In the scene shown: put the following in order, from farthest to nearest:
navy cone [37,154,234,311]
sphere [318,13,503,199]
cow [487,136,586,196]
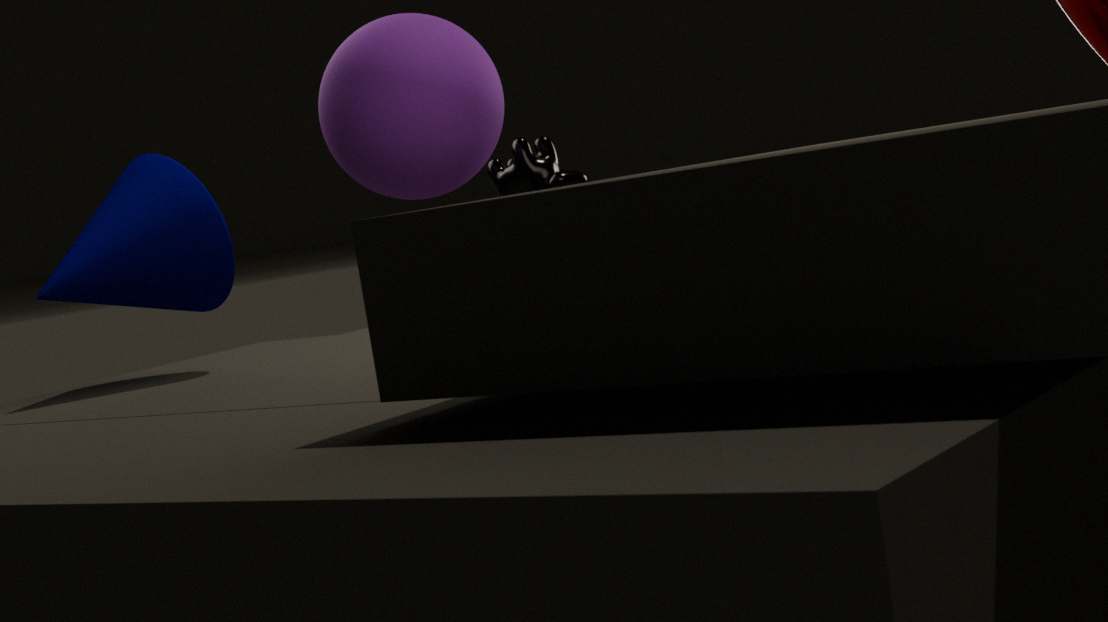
cow [487,136,586,196] → sphere [318,13,503,199] → navy cone [37,154,234,311]
